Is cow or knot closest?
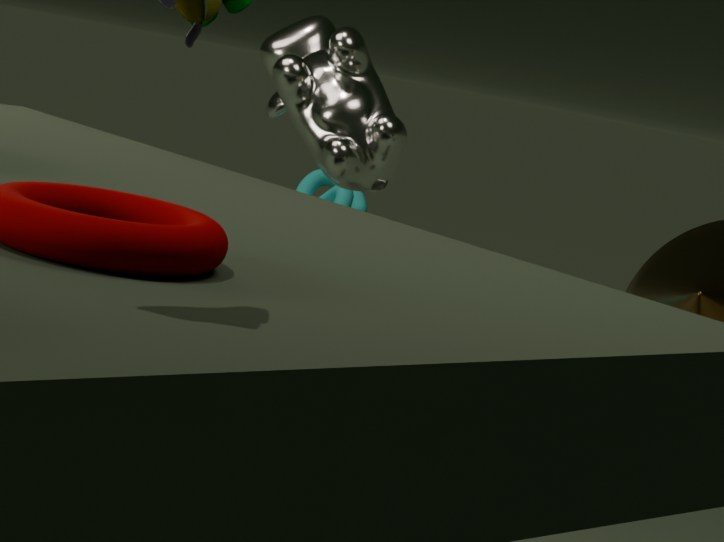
cow
